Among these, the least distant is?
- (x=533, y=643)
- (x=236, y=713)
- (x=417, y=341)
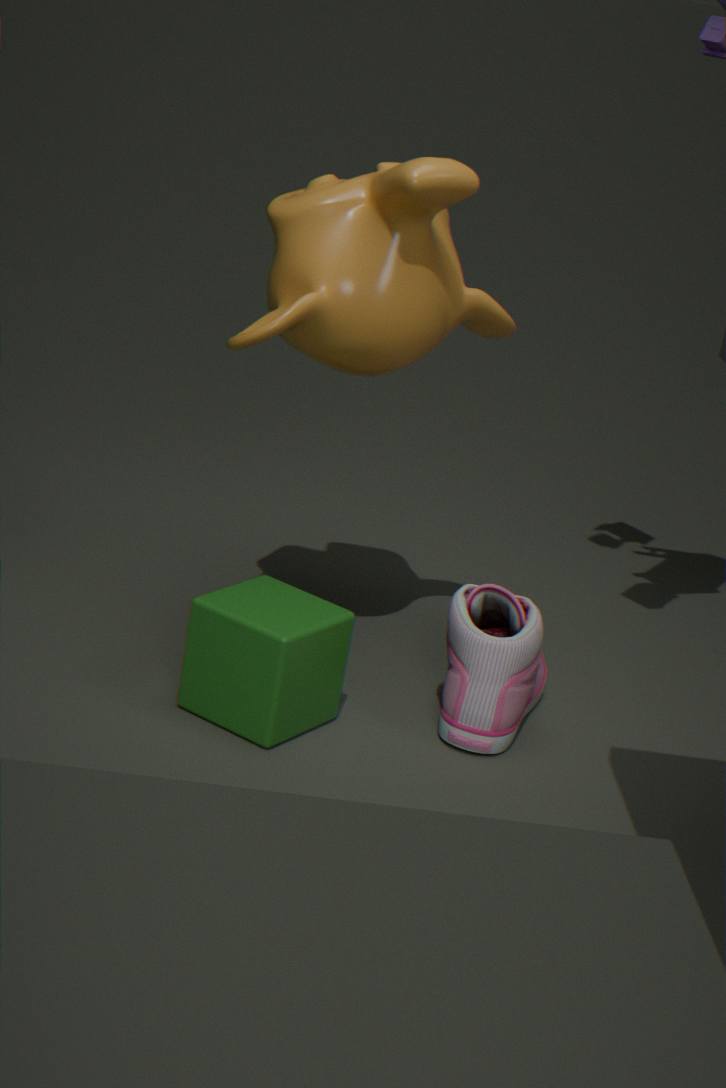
(x=236, y=713)
